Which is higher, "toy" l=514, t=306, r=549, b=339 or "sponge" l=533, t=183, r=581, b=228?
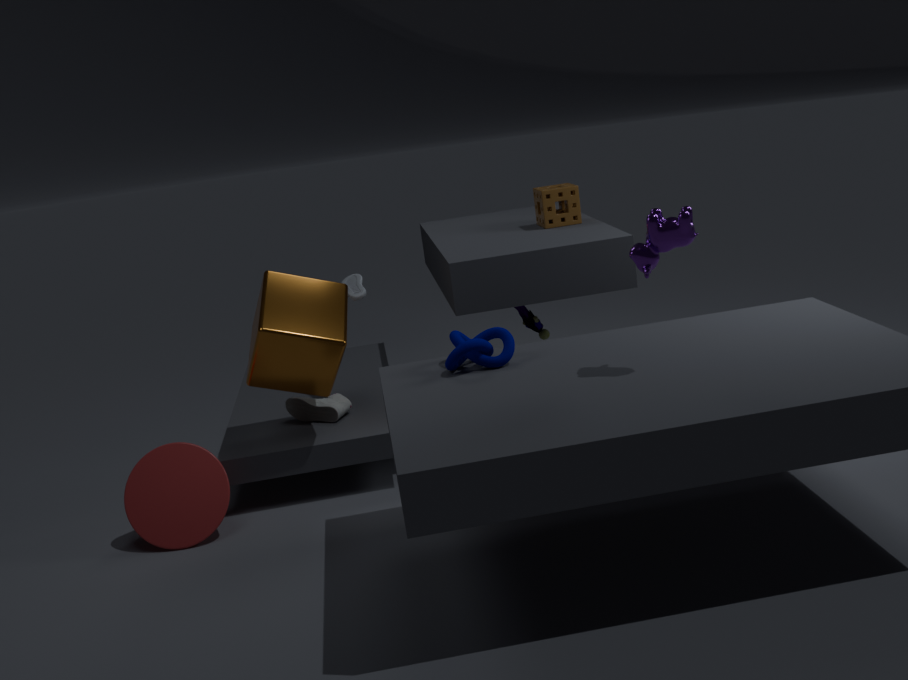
"sponge" l=533, t=183, r=581, b=228
